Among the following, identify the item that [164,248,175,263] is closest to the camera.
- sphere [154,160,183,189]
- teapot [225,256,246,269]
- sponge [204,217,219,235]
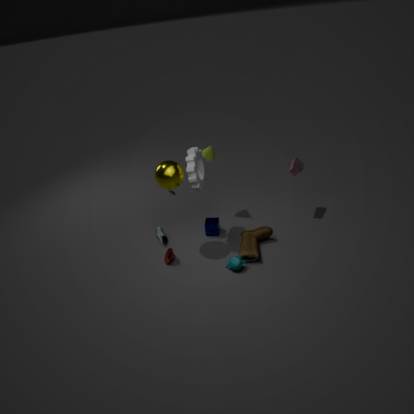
teapot [225,256,246,269]
